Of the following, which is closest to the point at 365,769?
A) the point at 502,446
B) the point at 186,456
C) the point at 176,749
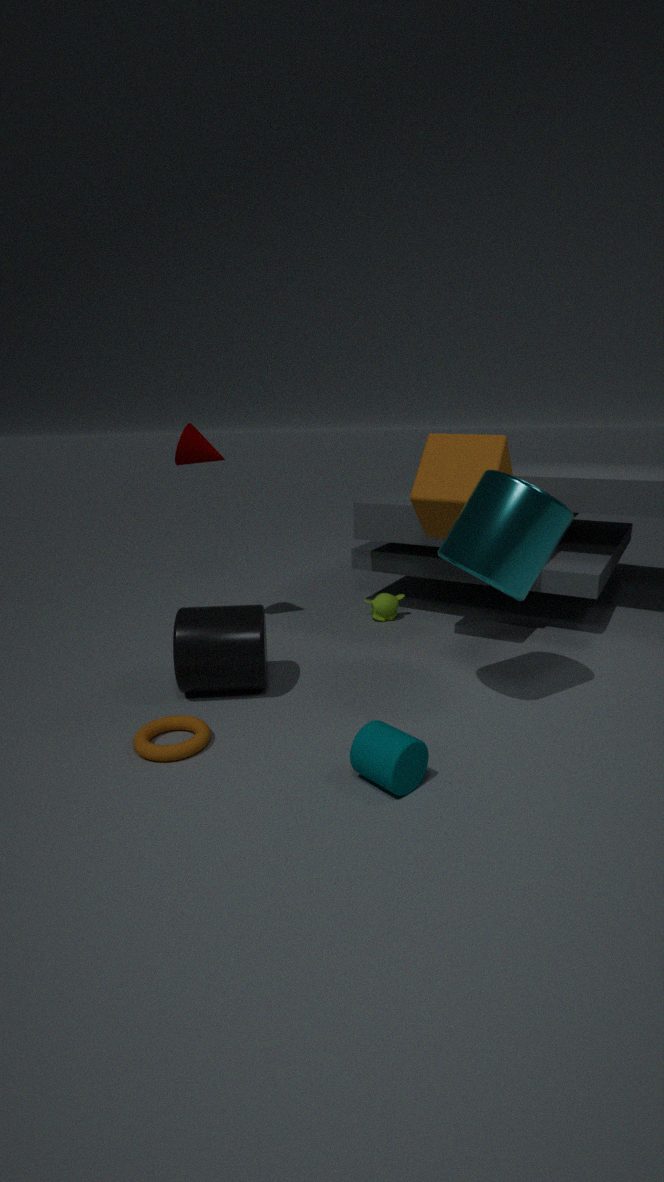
the point at 176,749
